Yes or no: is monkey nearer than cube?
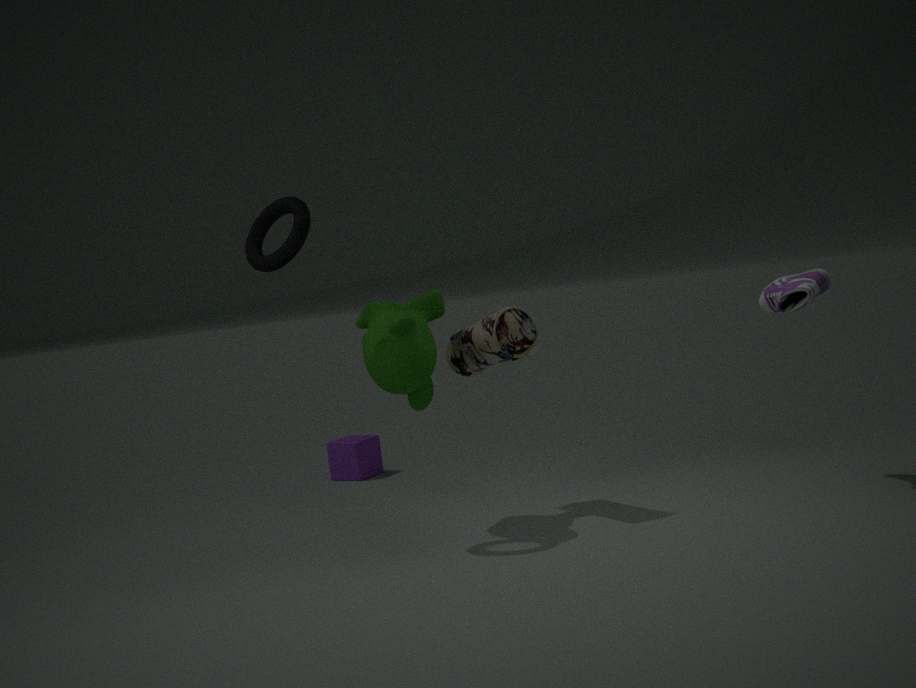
Yes
